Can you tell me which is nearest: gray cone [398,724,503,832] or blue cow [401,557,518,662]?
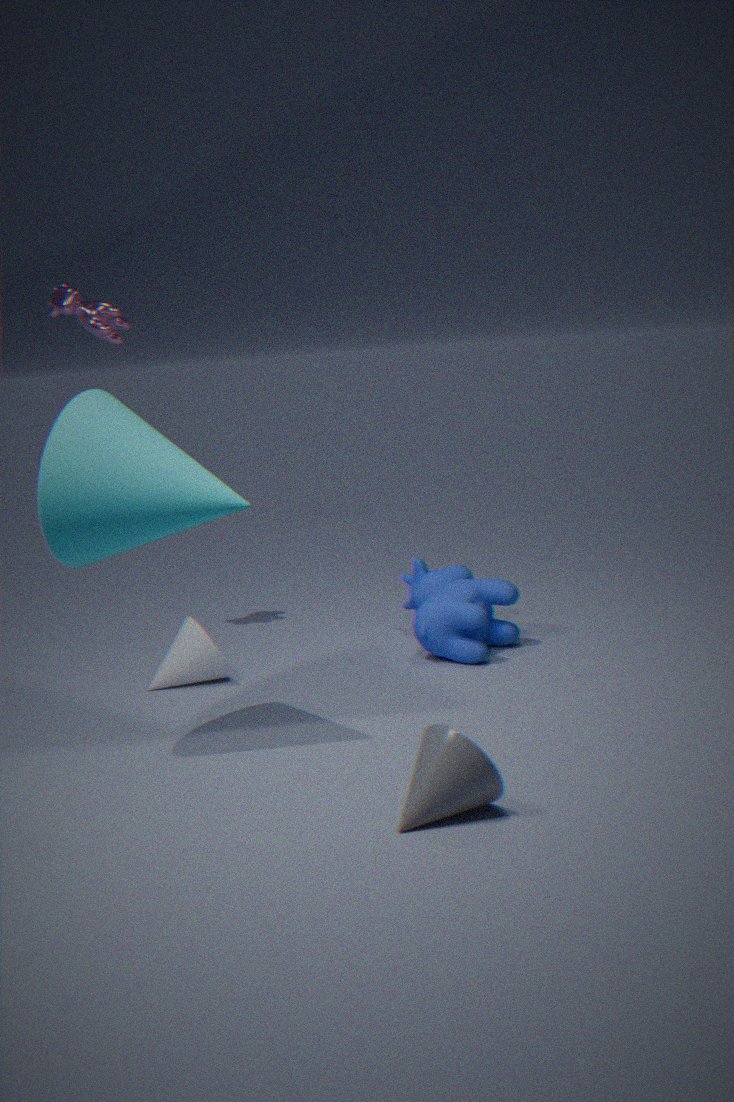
gray cone [398,724,503,832]
